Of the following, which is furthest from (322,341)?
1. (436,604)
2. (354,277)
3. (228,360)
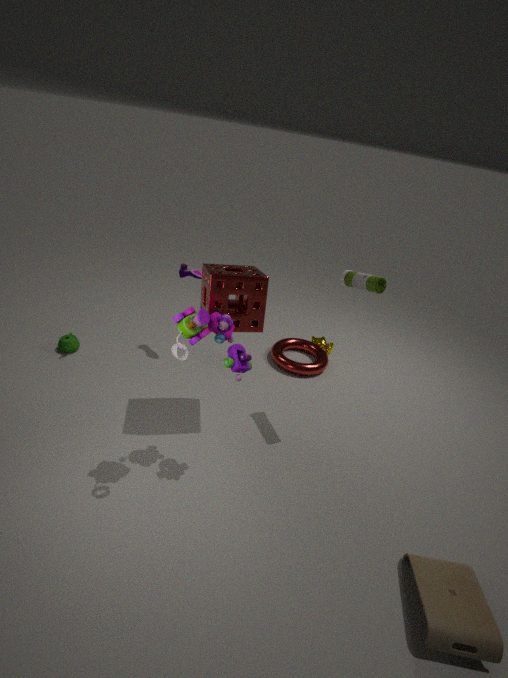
(436,604)
